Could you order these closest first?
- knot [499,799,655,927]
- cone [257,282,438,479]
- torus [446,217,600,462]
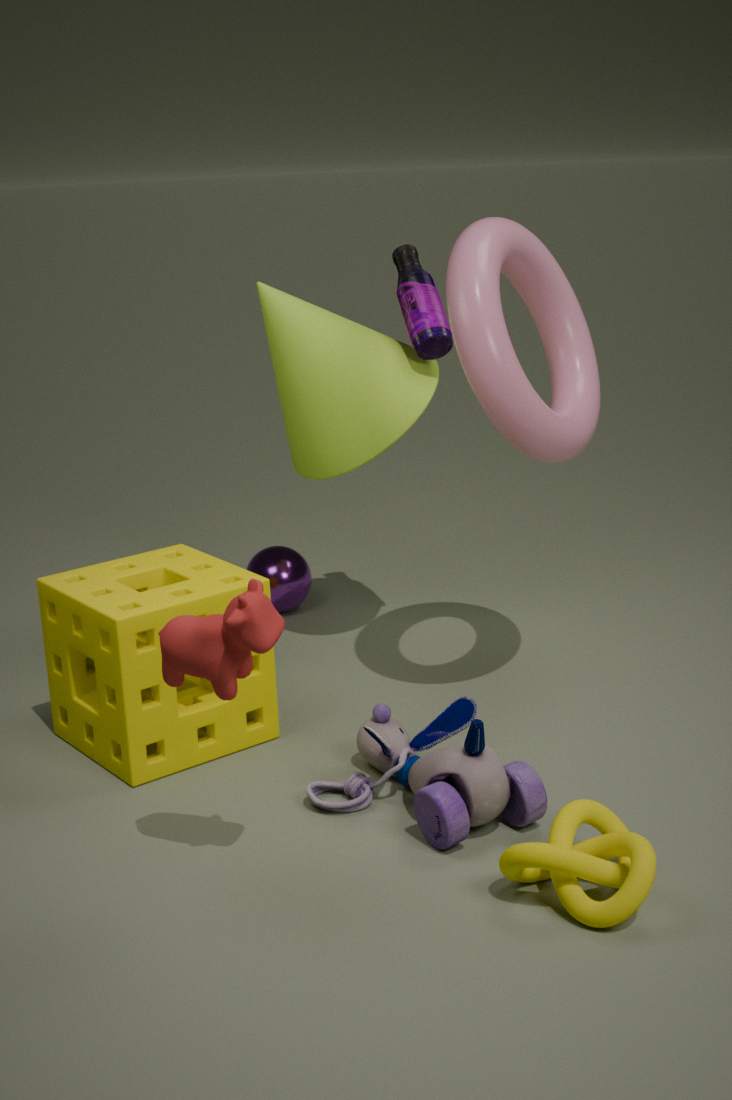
knot [499,799,655,927] → torus [446,217,600,462] → cone [257,282,438,479]
